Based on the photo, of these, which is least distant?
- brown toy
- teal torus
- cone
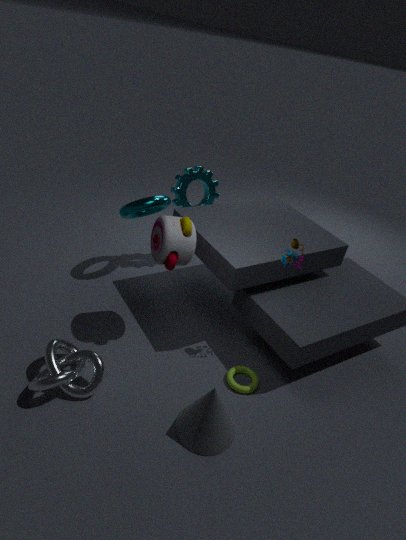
cone
